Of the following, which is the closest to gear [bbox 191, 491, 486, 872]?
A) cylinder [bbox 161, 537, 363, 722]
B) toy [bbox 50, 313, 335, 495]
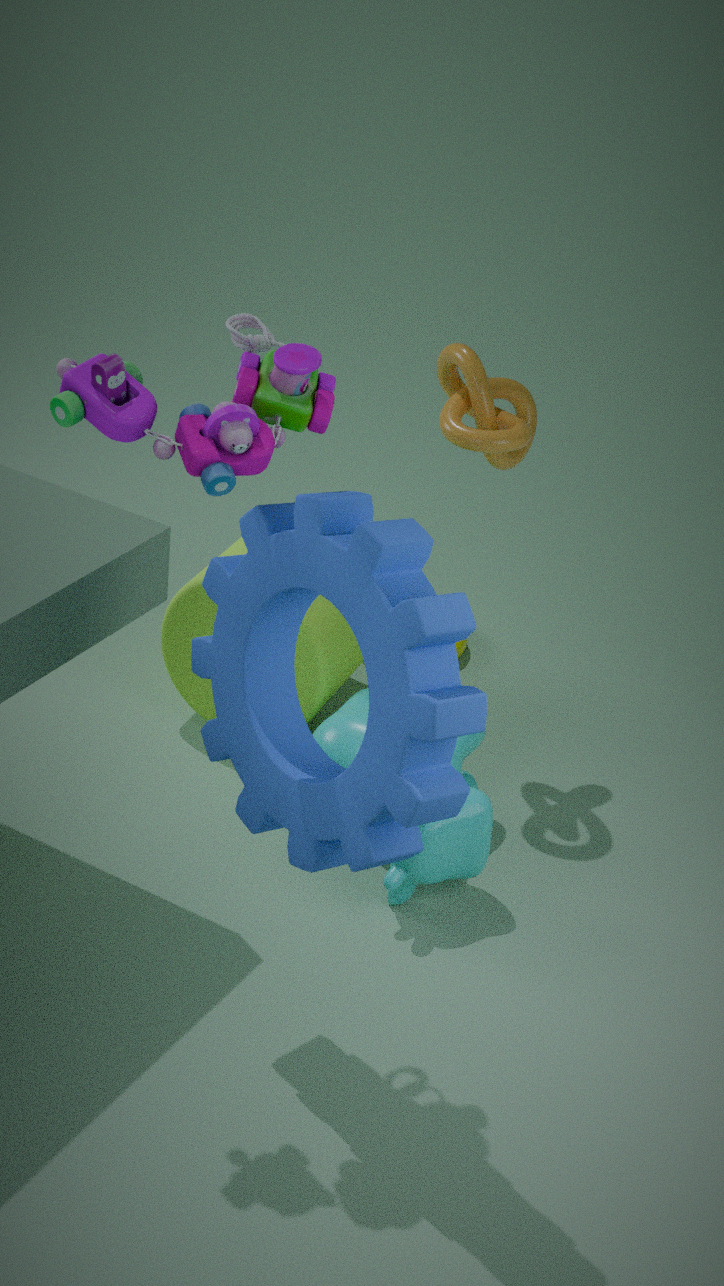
toy [bbox 50, 313, 335, 495]
